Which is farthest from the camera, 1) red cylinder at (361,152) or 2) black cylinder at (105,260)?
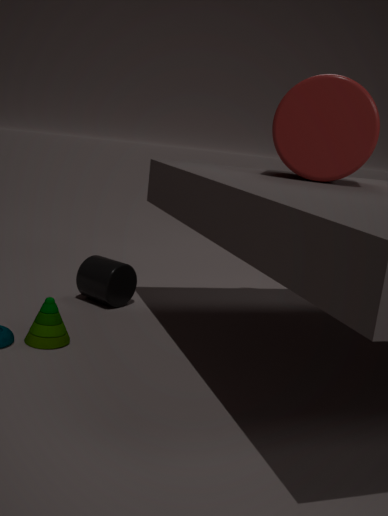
2. black cylinder at (105,260)
